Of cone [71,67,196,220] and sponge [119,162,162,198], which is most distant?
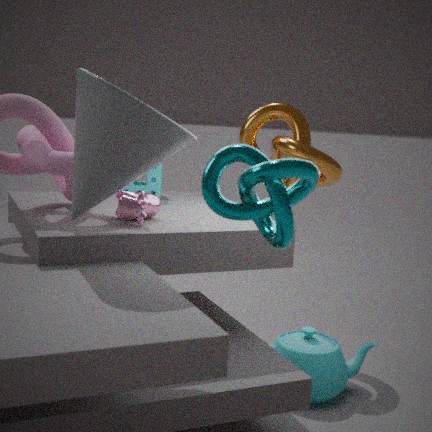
sponge [119,162,162,198]
